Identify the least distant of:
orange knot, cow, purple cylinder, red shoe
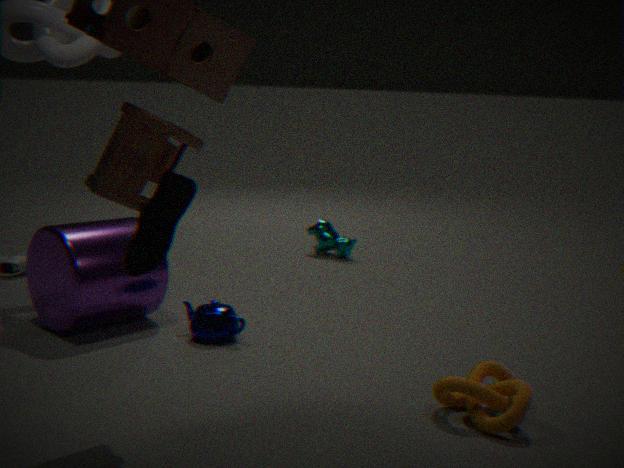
red shoe
